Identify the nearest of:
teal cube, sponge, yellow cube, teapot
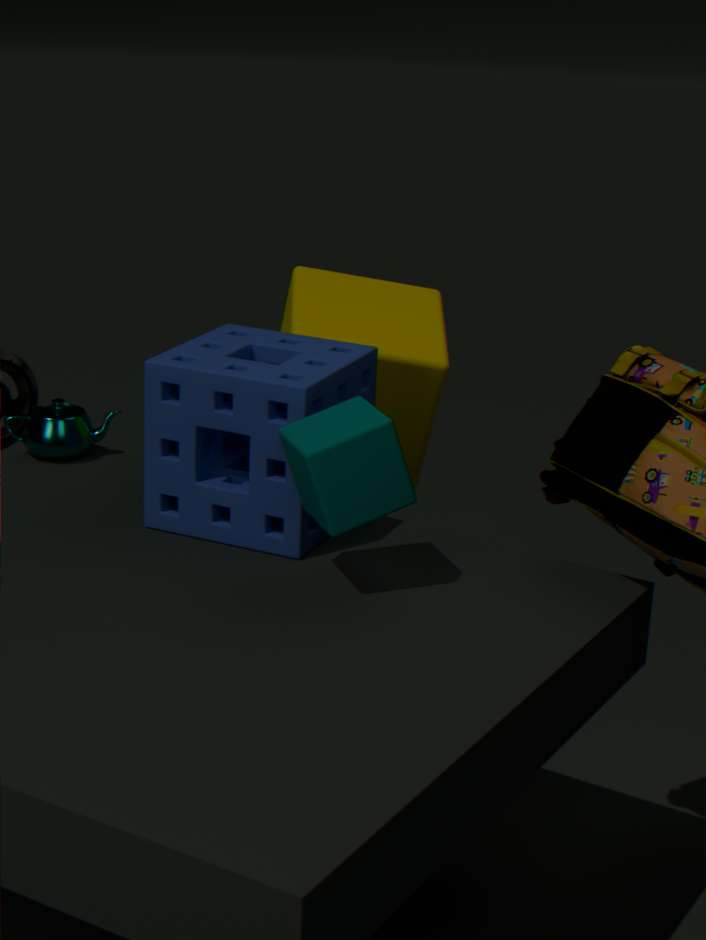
teal cube
